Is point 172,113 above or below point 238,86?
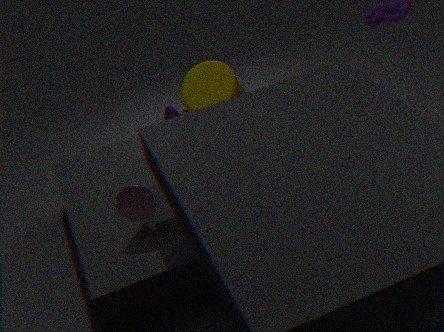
below
